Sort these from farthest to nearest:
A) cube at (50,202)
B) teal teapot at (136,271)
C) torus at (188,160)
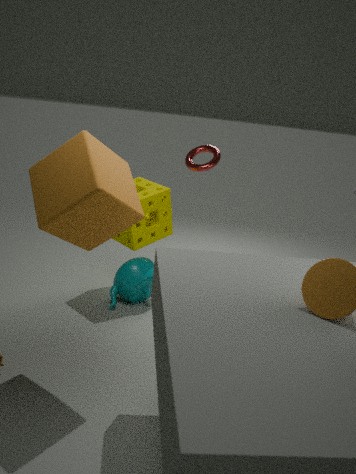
torus at (188,160) → teal teapot at (136,271) → cube at (50,202)
